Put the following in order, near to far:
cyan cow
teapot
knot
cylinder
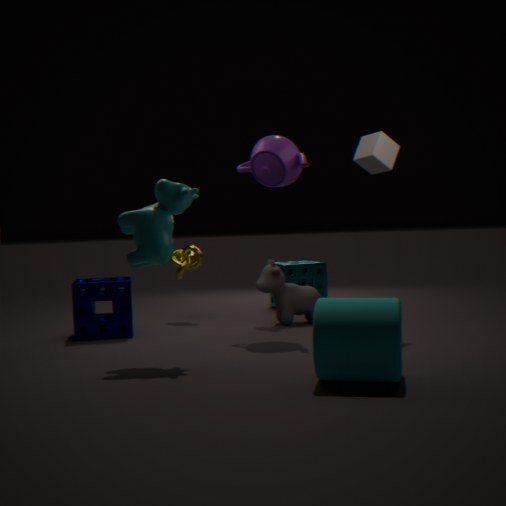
cylinder → cyan cow → teapot → knot
